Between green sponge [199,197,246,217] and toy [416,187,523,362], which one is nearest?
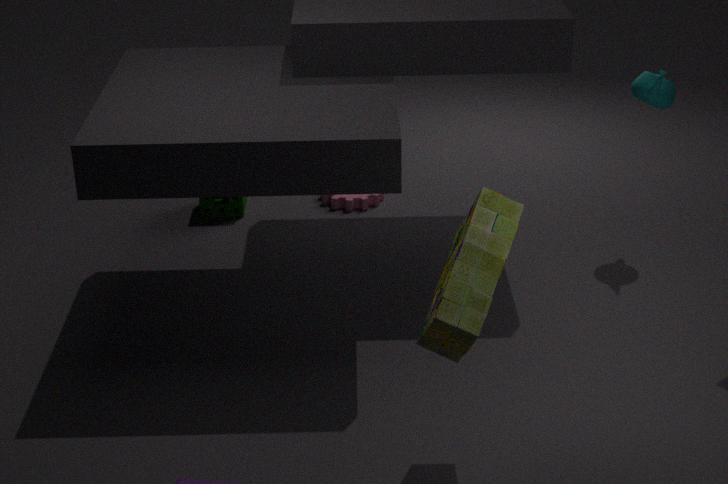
toy [416,187,523,362]
